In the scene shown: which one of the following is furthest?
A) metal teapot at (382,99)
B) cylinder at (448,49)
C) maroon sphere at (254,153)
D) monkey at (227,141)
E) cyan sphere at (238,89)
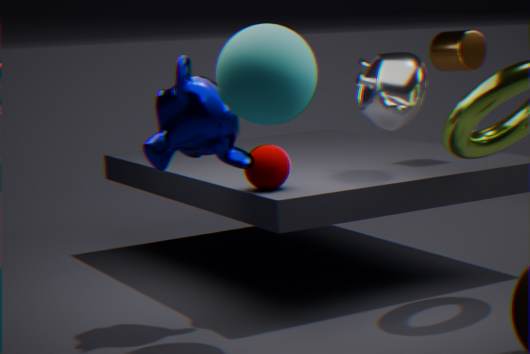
cylinder at (448,49)
